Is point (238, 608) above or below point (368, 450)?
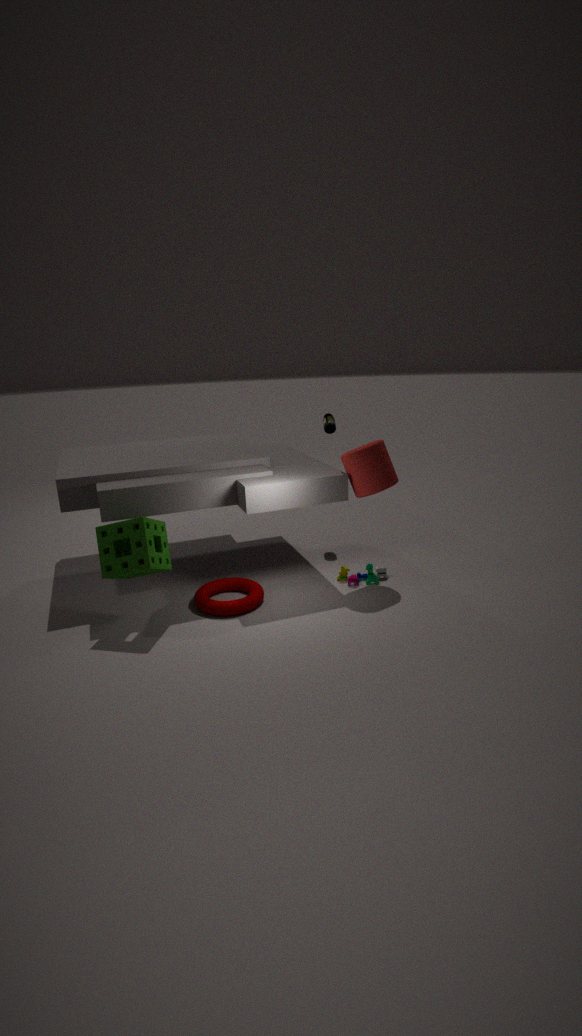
below
